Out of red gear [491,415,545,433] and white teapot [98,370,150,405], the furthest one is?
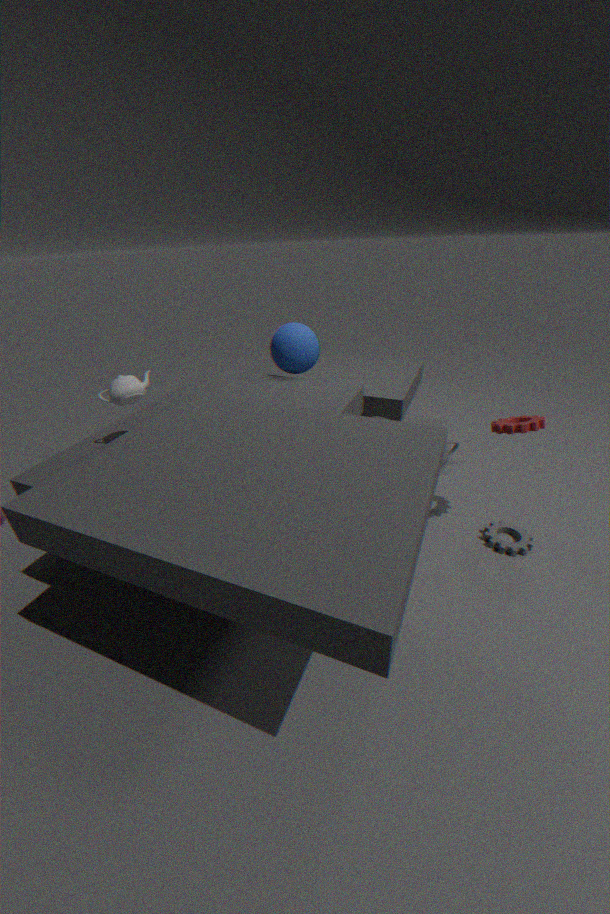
red gear [491,415,545,433]
